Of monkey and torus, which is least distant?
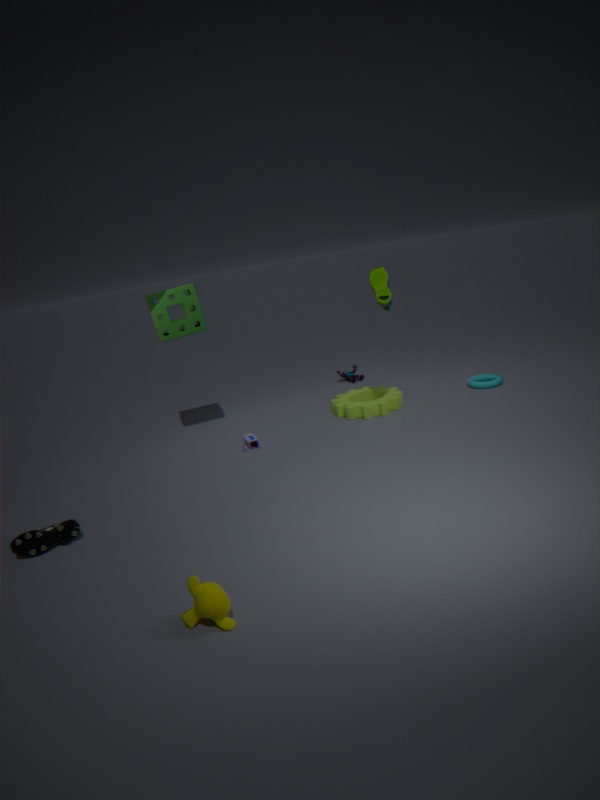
monkey
